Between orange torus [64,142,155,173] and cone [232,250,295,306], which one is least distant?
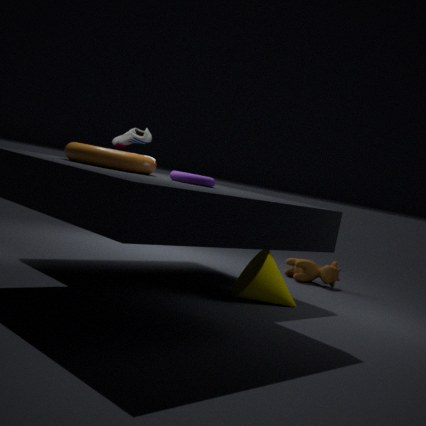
orange torus [64,142,155,173]
